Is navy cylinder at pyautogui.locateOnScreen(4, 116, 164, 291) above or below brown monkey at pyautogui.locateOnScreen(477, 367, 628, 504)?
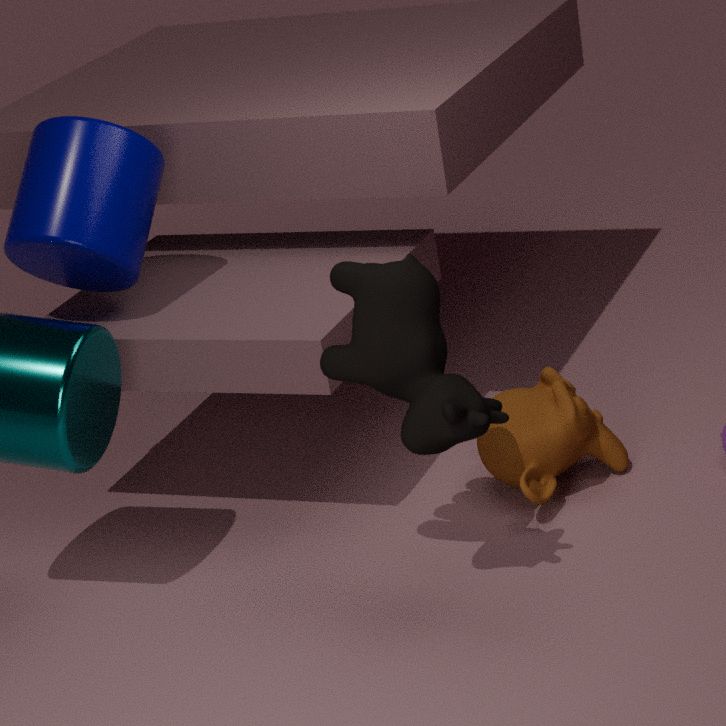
above
